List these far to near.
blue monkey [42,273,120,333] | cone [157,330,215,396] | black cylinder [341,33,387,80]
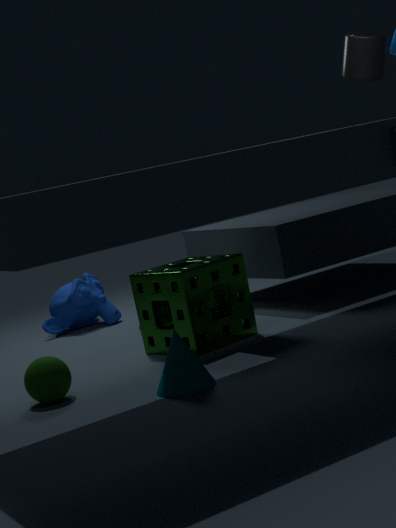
1. blue monkey [42,273,120,333]
2. black cylinder [341,33,387,80]
3. cone [157,330,215,396]
